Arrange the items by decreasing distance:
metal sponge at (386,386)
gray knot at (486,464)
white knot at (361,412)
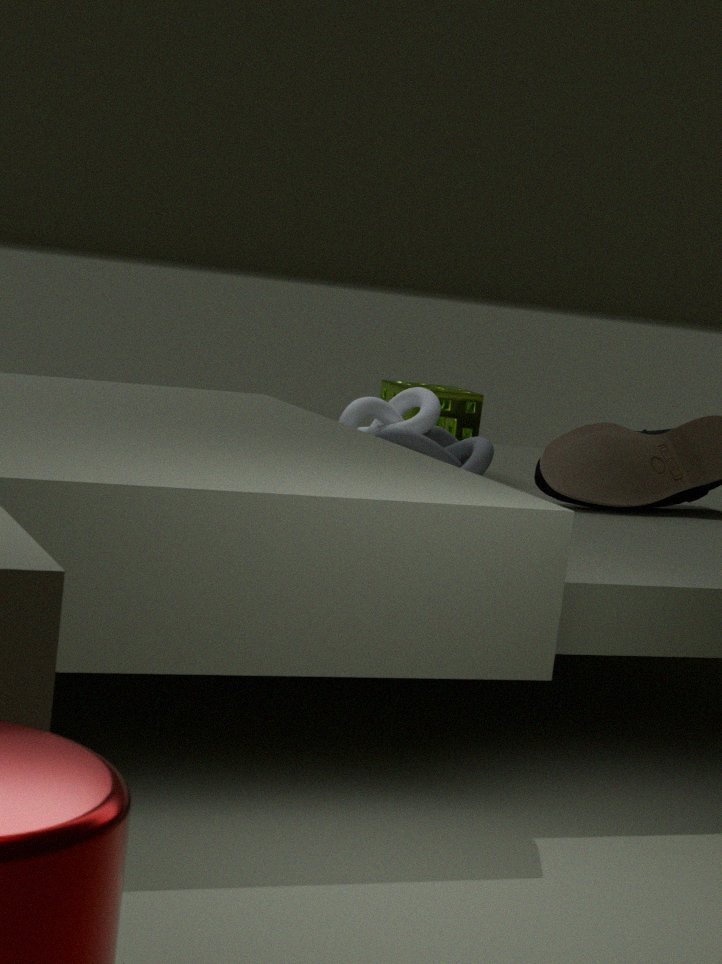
1. metal sponge at (386,386)
2. white knot at (361,412)
3. gray knot at (486,464)
